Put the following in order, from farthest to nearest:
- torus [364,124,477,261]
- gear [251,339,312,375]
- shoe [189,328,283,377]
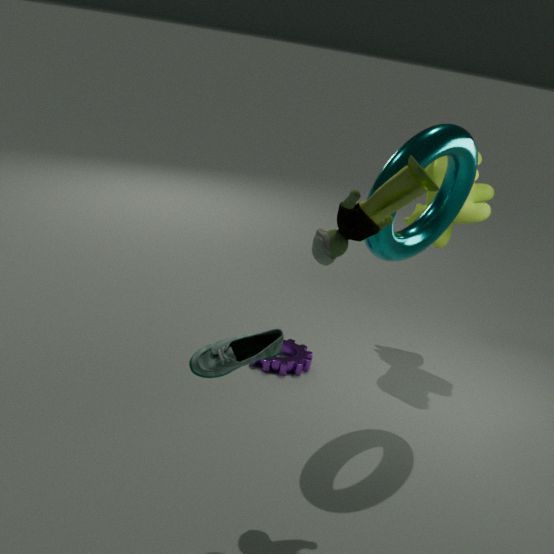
gear [251,339,312,375], torus [364,124,477,261], shoe [189,328,283,377]
